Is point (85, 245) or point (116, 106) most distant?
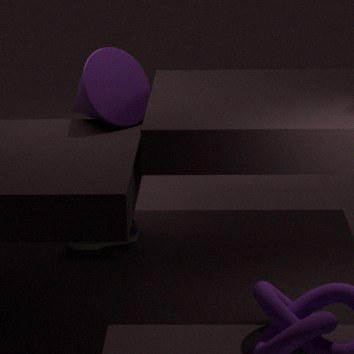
point (85, 245)
